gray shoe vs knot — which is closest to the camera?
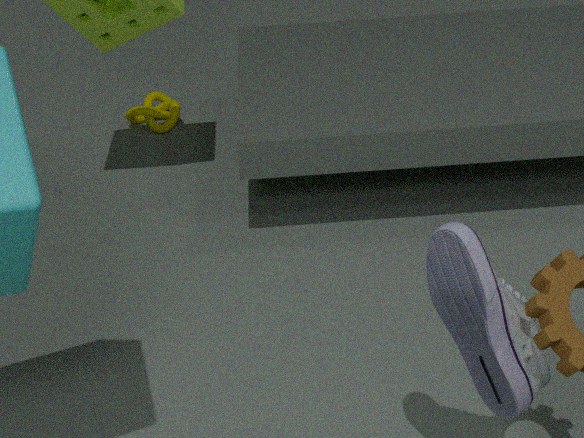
gray shoe
